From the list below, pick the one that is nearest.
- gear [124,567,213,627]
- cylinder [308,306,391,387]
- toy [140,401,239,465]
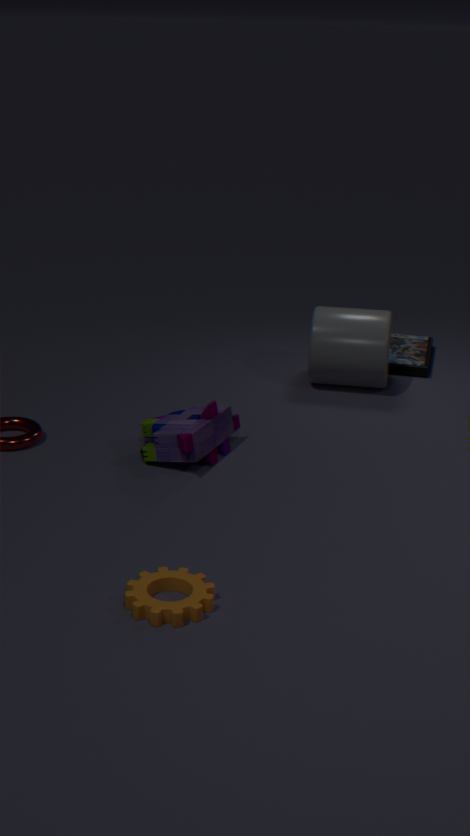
gear [124,567,213,627]
